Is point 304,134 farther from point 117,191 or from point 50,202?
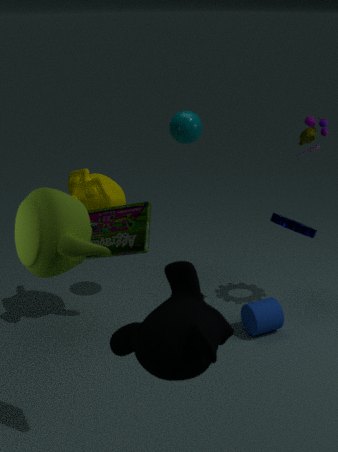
point 50,202
